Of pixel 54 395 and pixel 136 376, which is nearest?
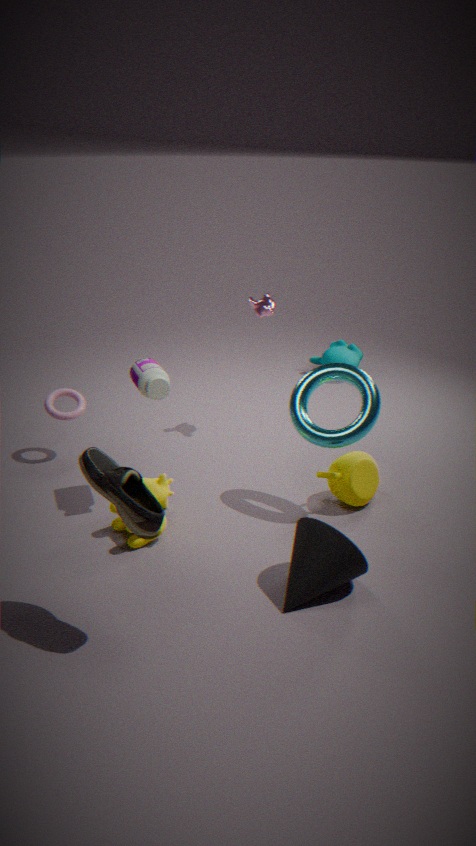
pixel 136 376
